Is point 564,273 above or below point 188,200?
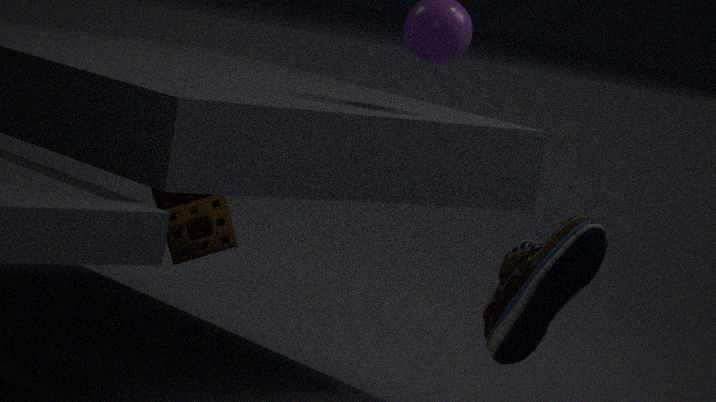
above
